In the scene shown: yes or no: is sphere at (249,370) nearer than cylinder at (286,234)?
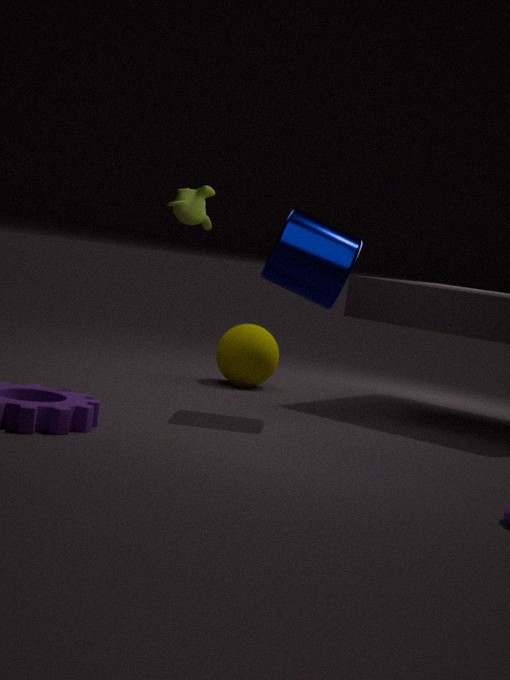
No
